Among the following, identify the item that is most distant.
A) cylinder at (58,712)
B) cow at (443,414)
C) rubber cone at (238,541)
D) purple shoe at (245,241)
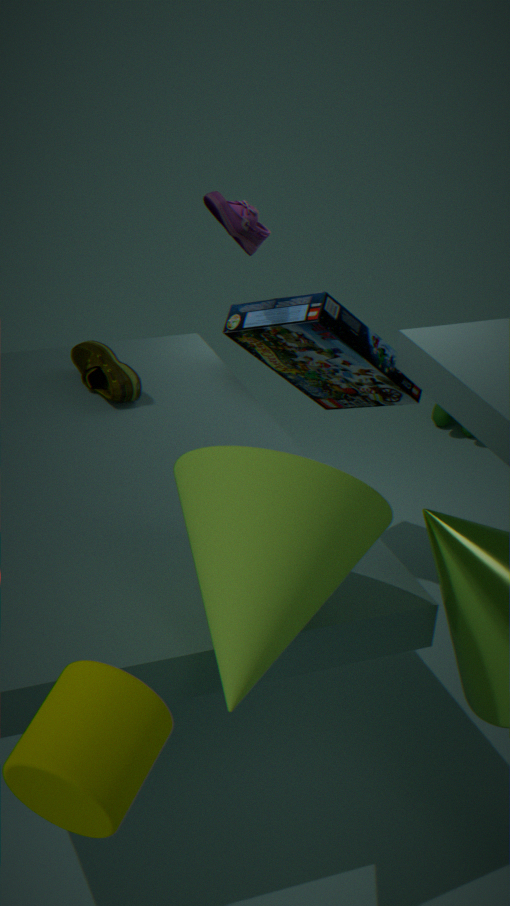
cow at (443,414)
